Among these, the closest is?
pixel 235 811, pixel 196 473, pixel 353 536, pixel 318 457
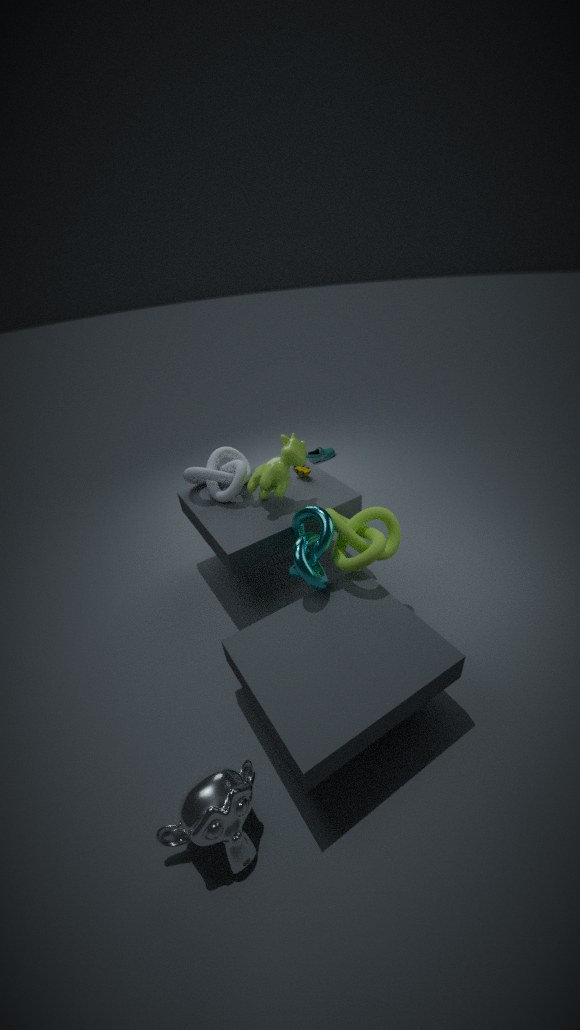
pixel 235 811
